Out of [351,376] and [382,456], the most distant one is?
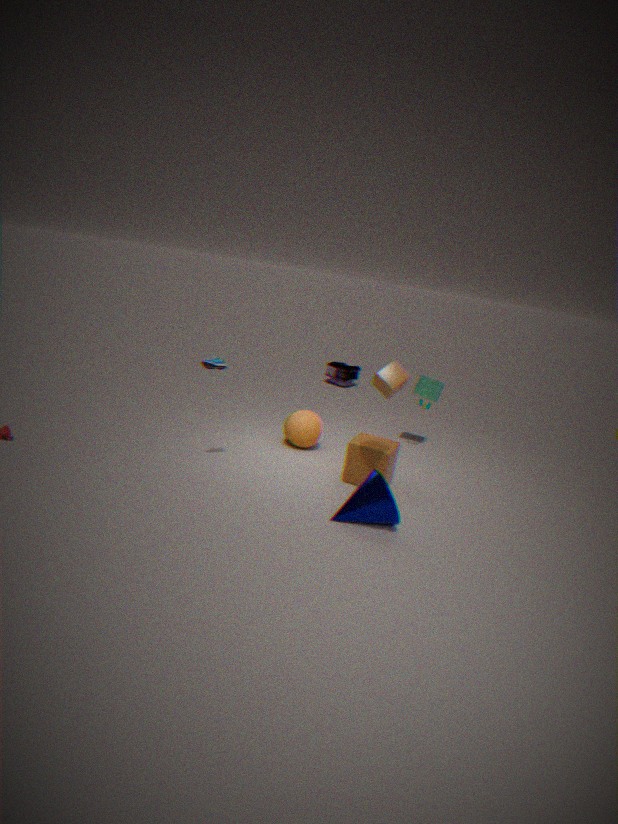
[351,376]
